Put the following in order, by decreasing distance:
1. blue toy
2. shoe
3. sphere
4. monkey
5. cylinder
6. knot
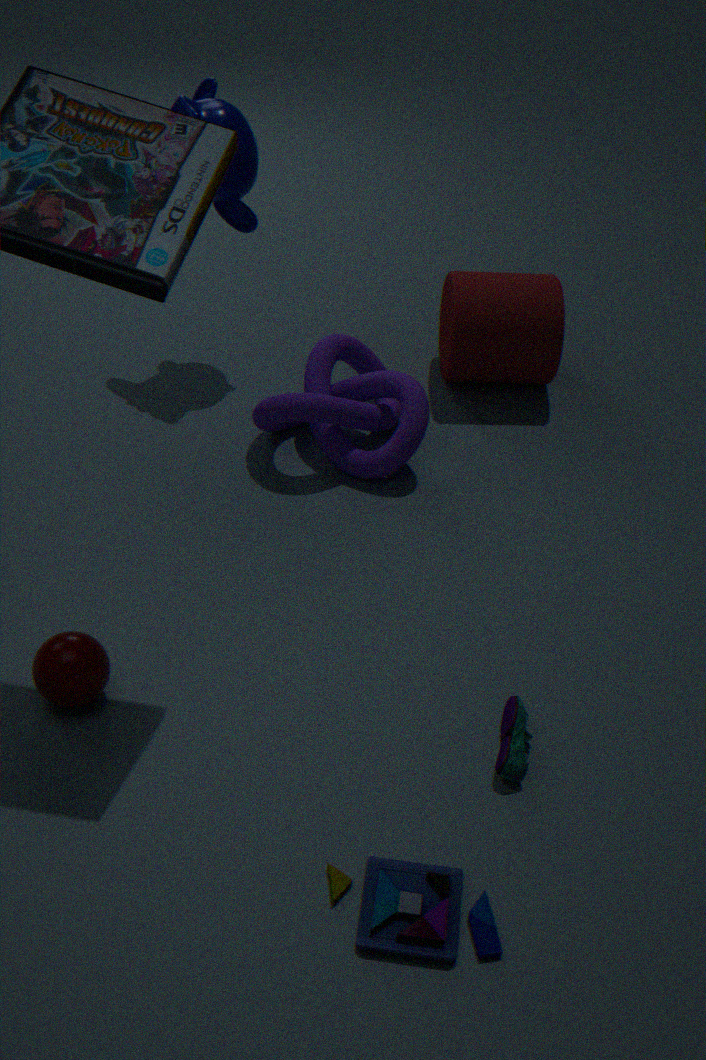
cylinder → monkey → knot → sphere → shoe → blue toy
